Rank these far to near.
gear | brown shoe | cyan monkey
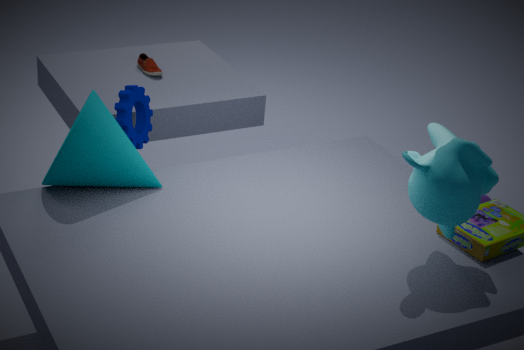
brown shoe < gear < cyan monkey
